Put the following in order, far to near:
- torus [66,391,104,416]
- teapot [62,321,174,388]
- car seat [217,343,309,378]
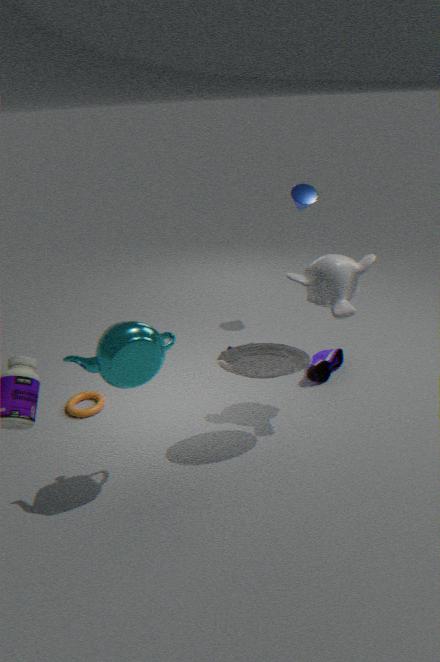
torus [66,391,104,416] → car seat [217,343,309,378] → teapot [62,321,174,388]
